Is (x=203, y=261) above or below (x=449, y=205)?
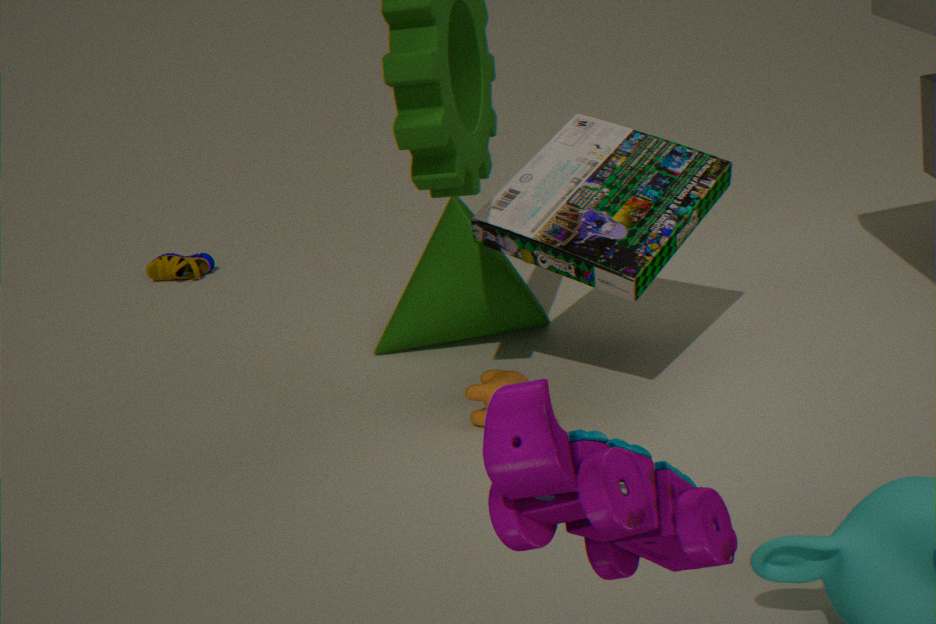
below
